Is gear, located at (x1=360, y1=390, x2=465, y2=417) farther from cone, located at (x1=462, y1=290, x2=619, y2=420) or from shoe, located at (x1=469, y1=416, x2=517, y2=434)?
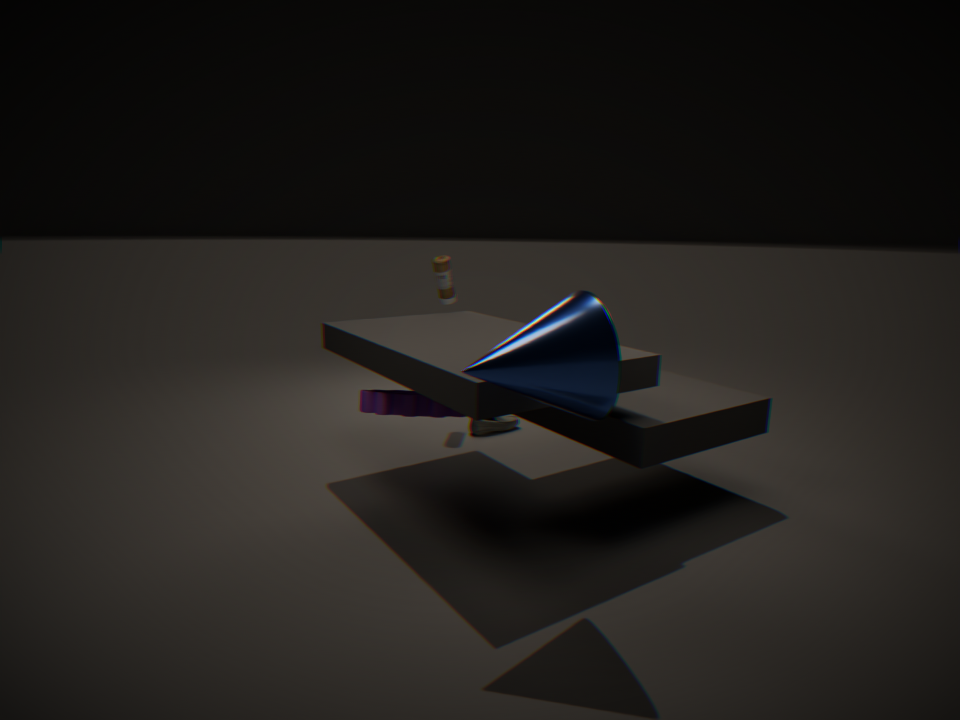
cone, located at (x1=462, y1=290, x2=619, y2=420)
